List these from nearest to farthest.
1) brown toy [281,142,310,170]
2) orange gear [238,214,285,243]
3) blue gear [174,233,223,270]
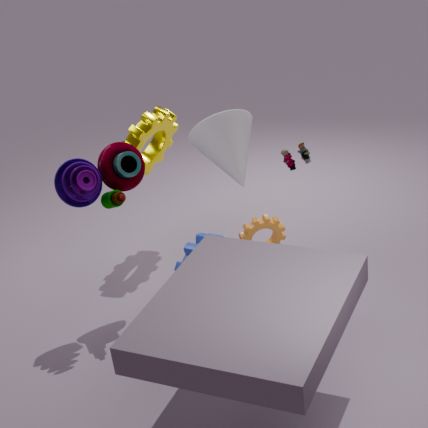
2. orange gear [238,214,285,243], 3. blue gear [174,233,223,270], 1. brown toy [281,142,310,170]
